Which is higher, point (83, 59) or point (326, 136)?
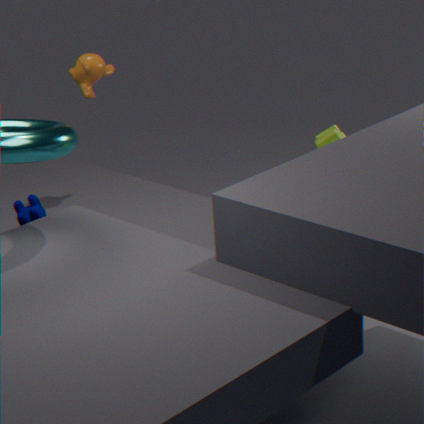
point (83, 59)
